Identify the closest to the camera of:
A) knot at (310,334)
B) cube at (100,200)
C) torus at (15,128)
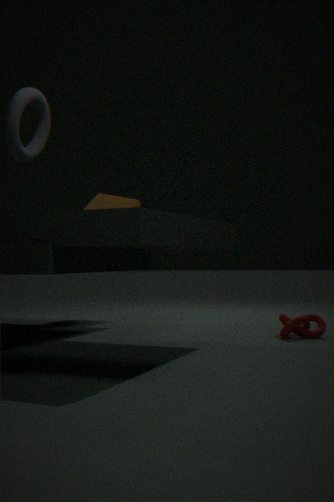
torus at (15,128)
